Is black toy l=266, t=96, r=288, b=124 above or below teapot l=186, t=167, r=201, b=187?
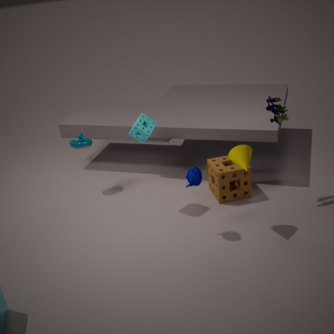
above
